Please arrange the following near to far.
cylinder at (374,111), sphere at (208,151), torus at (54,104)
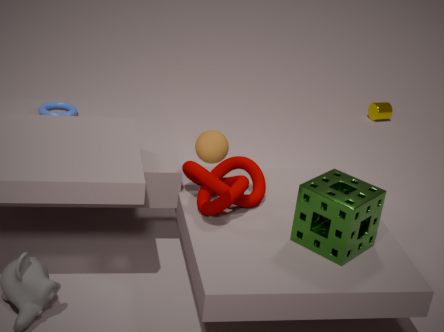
sphere at (208,151), torus at (54,104), cylinder at (374,111)
